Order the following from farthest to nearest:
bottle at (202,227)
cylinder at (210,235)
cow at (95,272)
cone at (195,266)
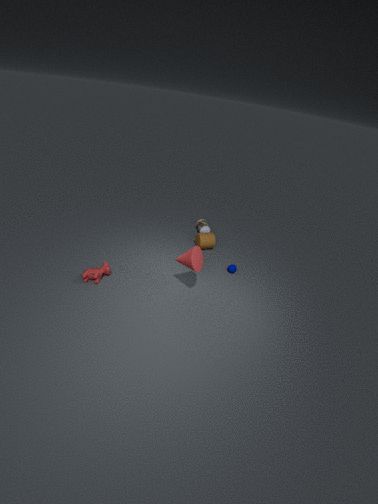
bottle at (202,227)
cylinder at (210,235)
cow at (95,272)
cone at (195,266)
